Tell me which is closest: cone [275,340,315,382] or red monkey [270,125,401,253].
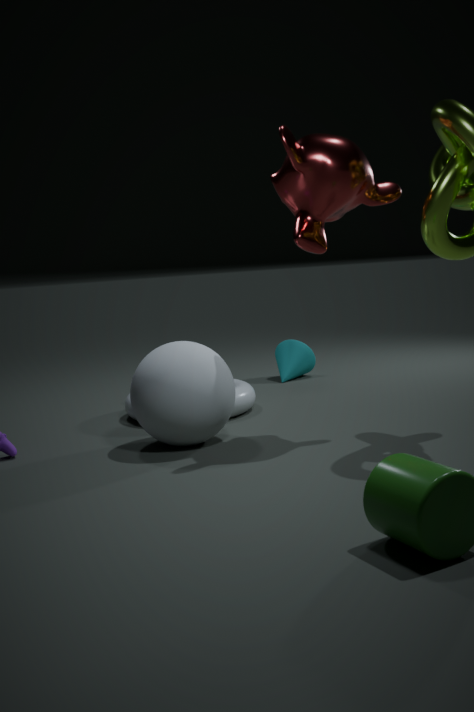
red monkey [270,125,401,253]
